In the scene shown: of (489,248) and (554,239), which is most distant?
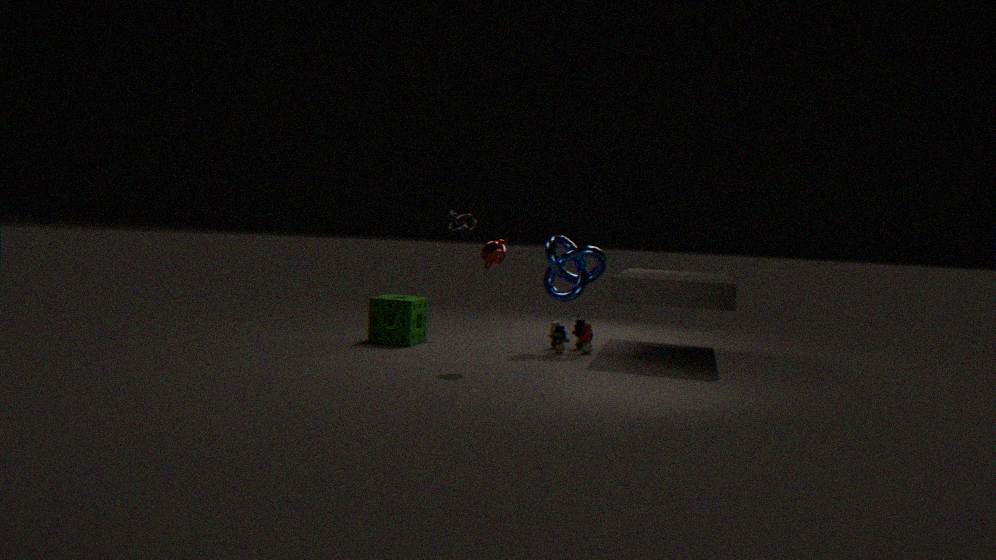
(554,239)
